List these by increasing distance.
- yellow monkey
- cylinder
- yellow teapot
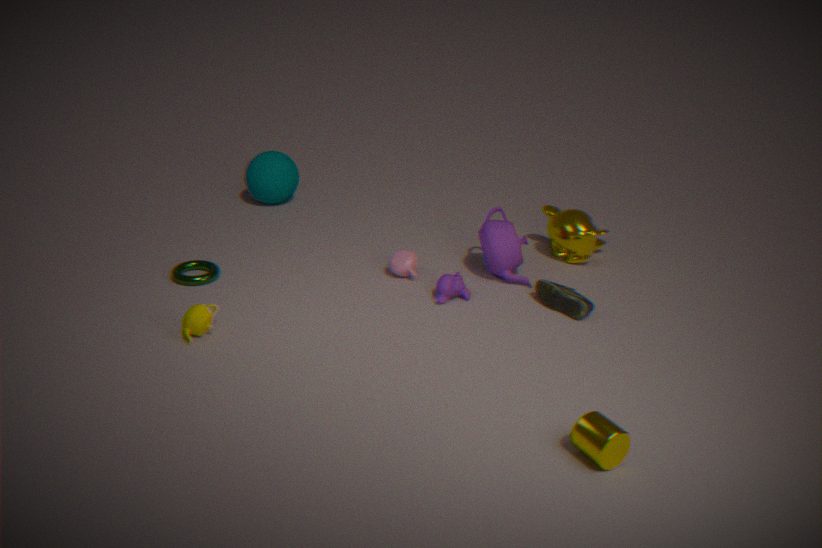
cylinder
yellow teapot
yellow monkey
